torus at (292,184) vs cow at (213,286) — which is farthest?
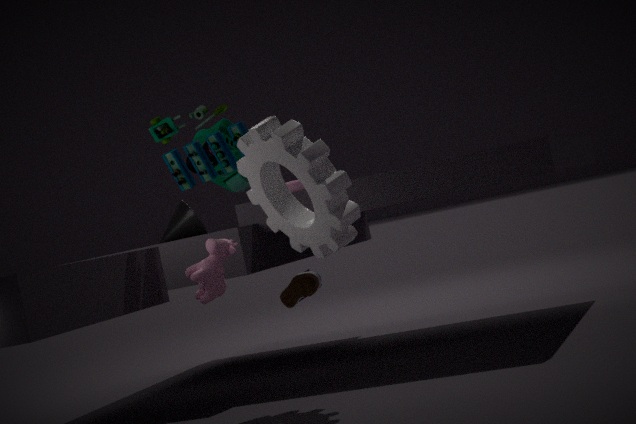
torus at (292,184)
